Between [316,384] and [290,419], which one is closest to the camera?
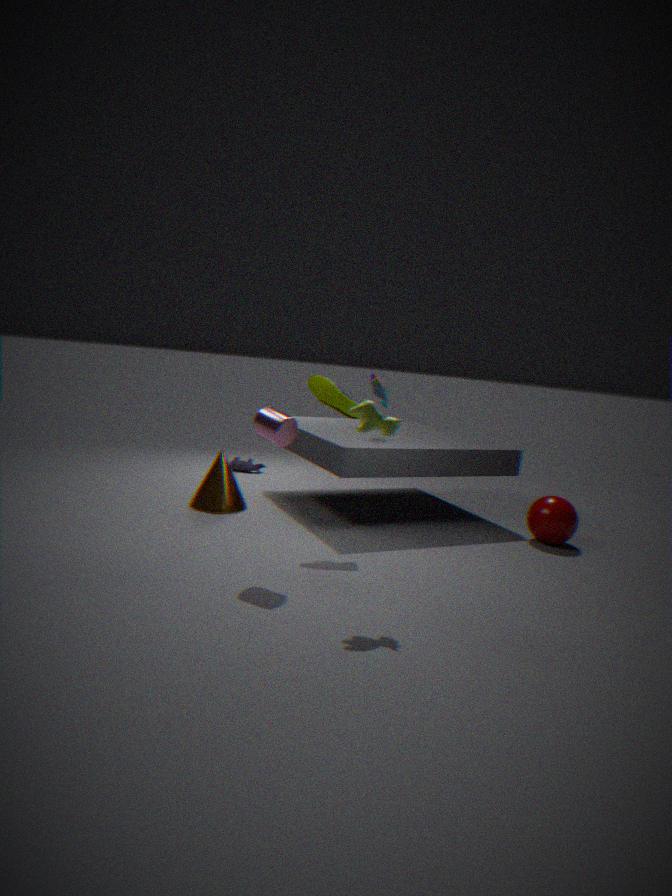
[290,419]
